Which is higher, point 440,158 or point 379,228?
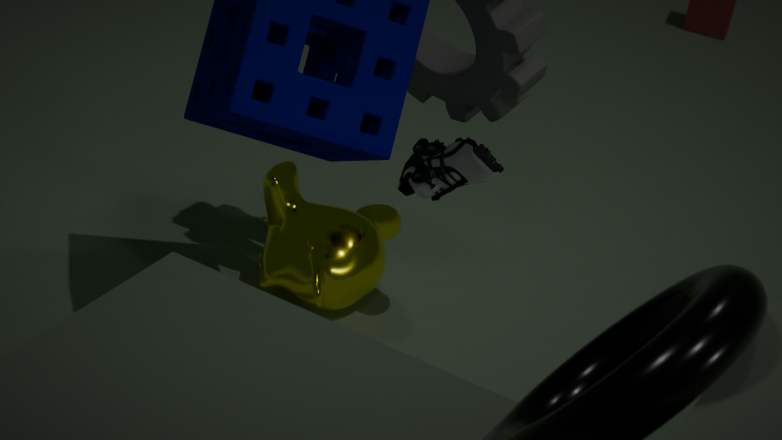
point 440,158
